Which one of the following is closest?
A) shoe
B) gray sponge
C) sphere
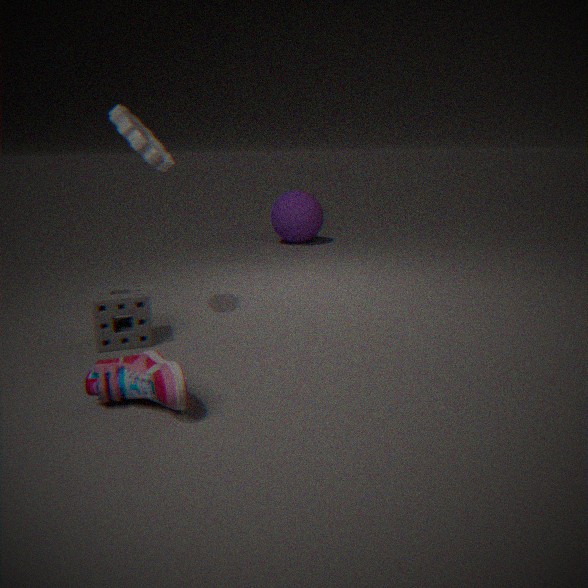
shoe
